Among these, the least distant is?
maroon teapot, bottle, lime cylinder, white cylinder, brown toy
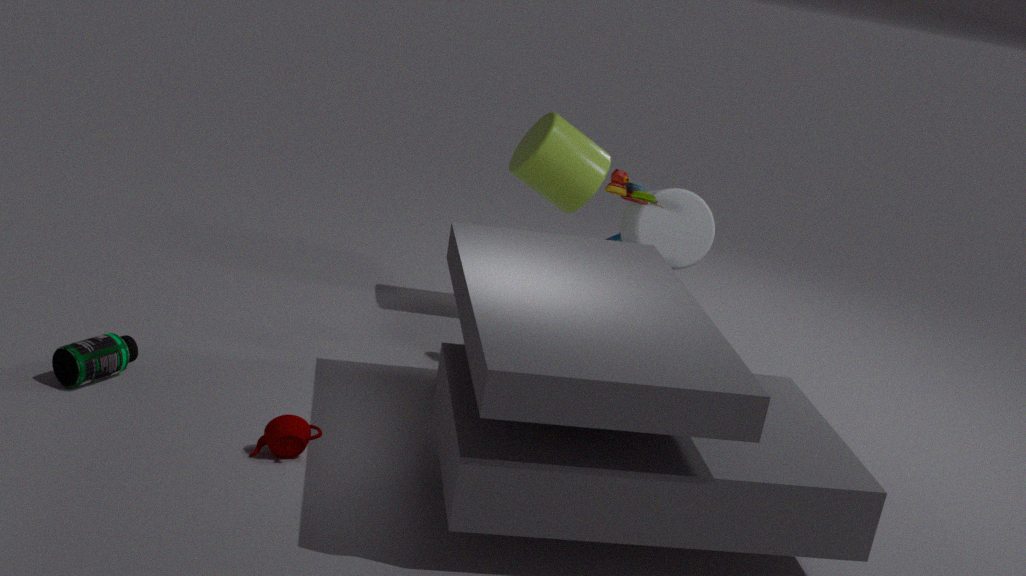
maroon teapot
